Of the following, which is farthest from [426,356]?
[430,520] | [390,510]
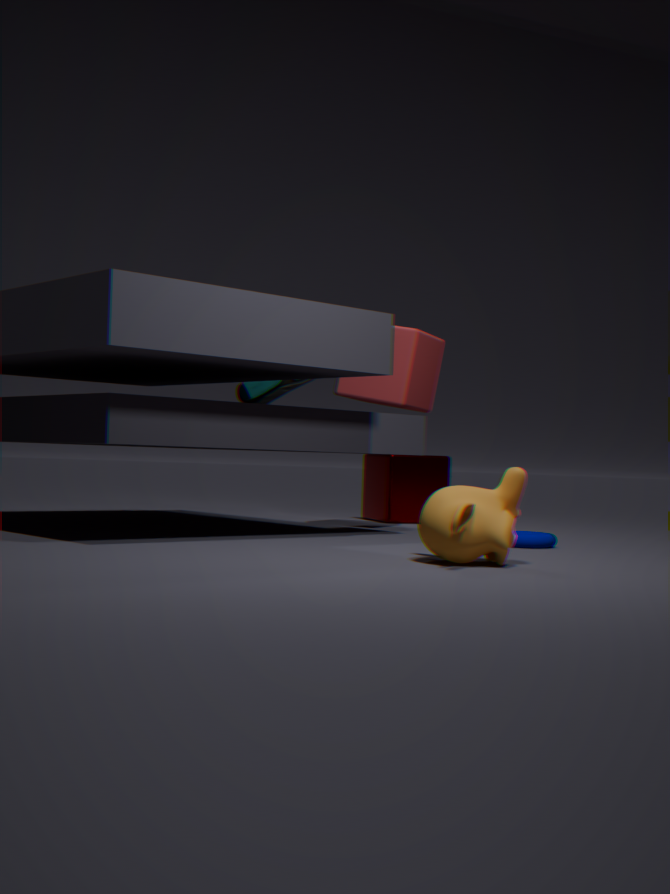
[430,520]
